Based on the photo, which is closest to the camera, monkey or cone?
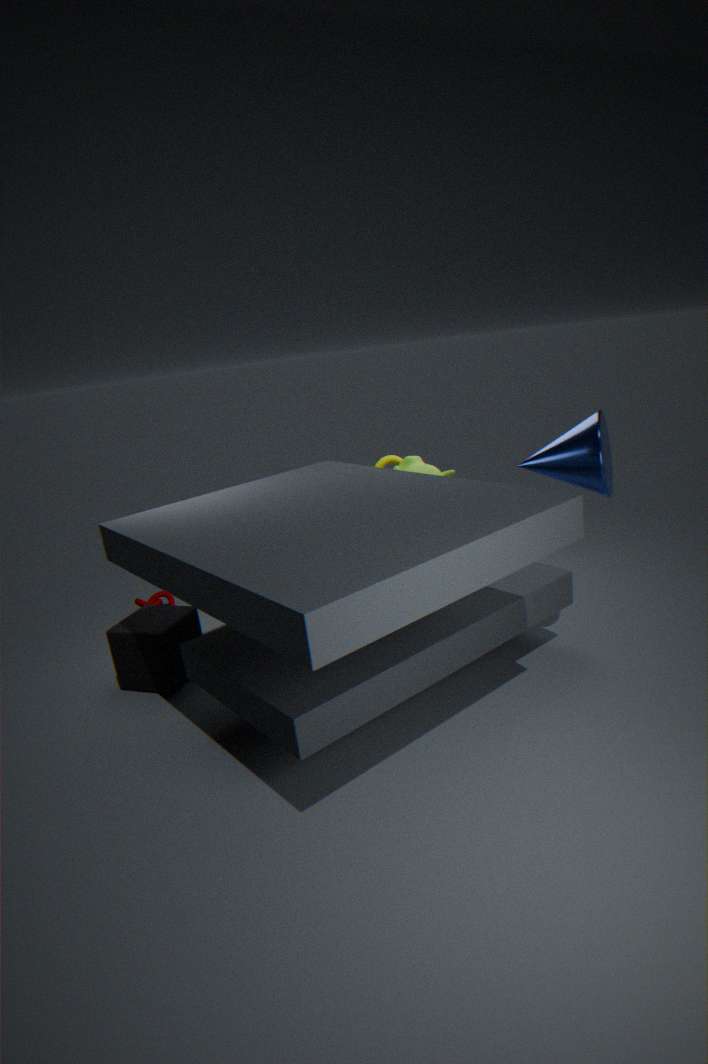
cone
